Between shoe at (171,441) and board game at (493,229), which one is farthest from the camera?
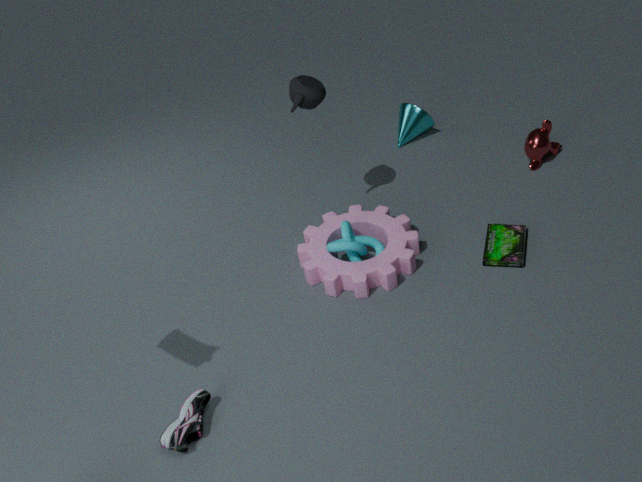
board game at (493,229)
